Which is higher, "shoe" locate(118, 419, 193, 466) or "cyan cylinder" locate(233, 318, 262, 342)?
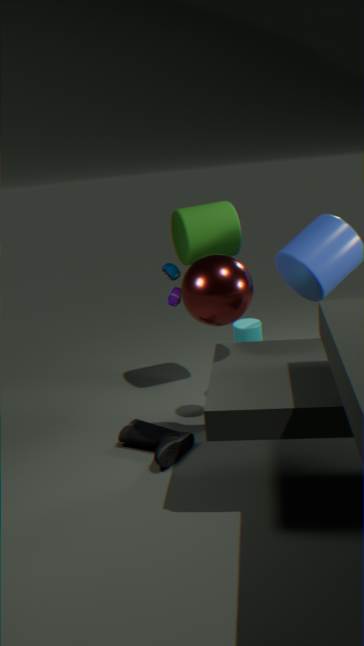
"cyan cylinder" locate(233, 318, 262, 342)
